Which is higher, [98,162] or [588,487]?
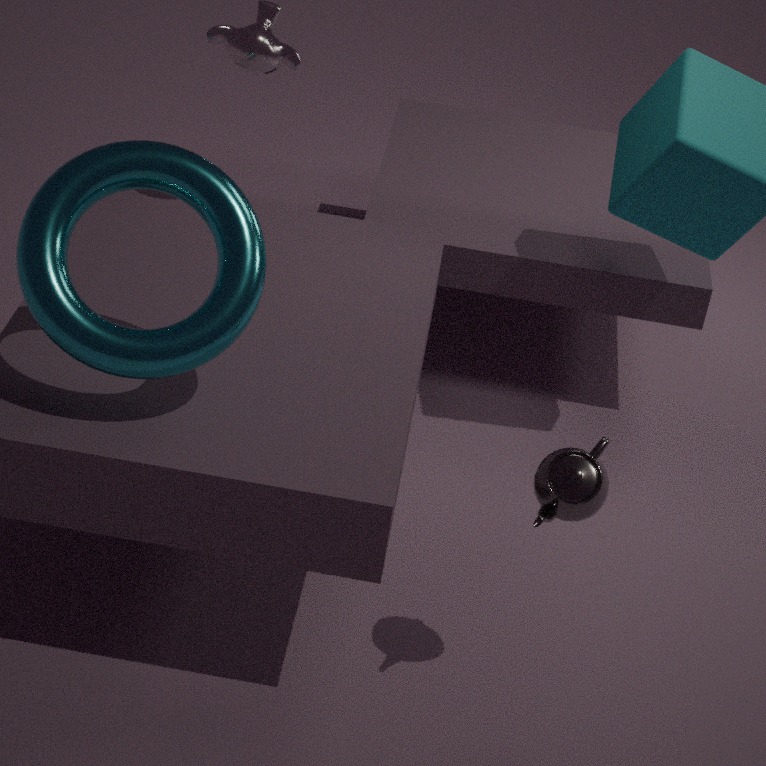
[98,162]
